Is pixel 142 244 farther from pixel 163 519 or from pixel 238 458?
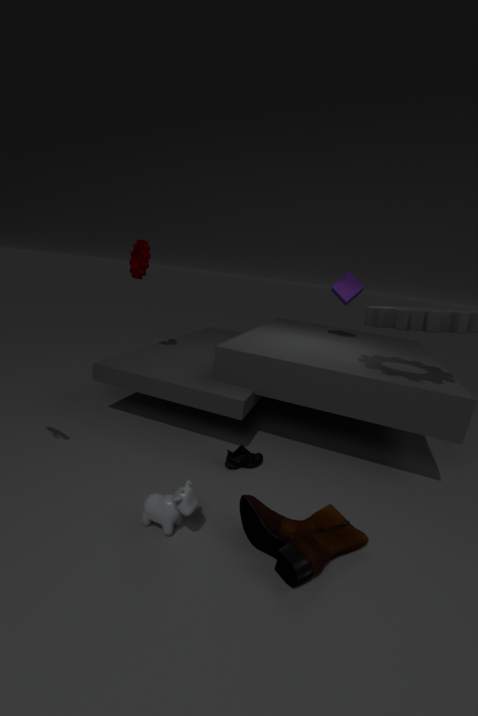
pixel 163 519
